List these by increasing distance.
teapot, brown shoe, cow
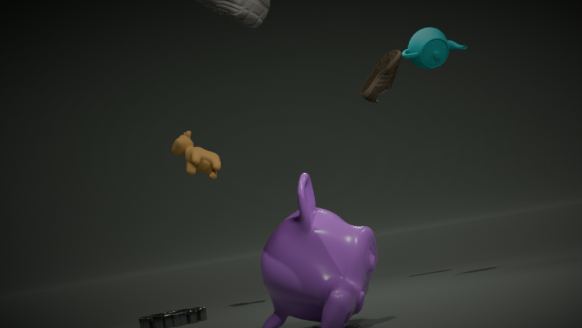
1. teapot
2. brown shoe
3. cow
